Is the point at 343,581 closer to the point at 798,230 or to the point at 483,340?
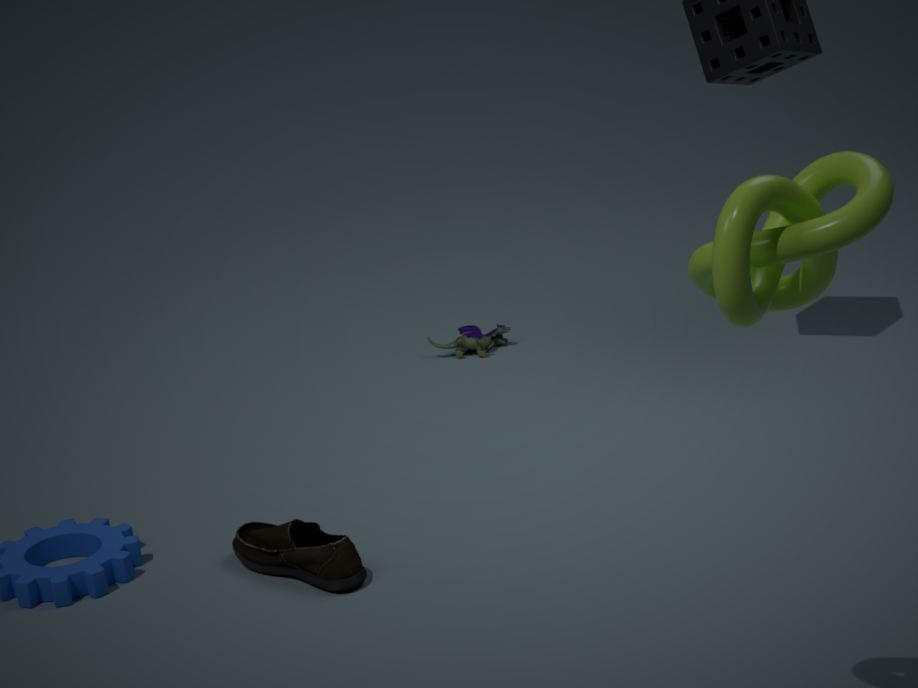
the point at 483,340
